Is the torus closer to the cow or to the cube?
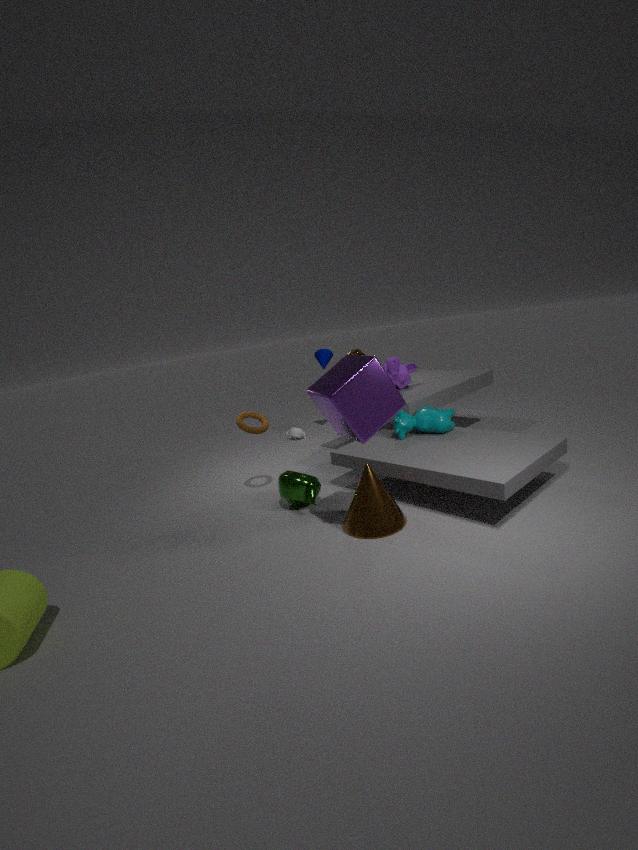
the cube
